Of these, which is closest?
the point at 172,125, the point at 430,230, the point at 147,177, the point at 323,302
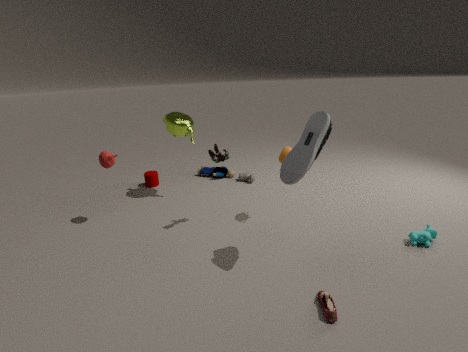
the point at 323,302
